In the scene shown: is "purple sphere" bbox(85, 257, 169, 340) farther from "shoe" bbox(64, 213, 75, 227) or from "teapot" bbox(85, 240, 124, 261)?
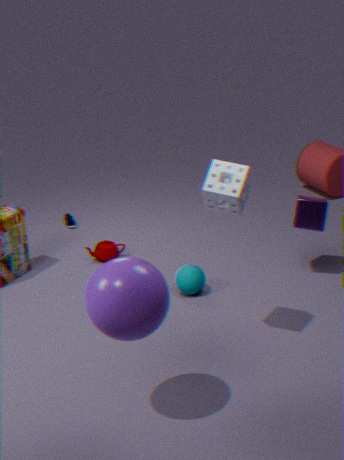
"shoe" bbox(64, 213, 75, 227)
